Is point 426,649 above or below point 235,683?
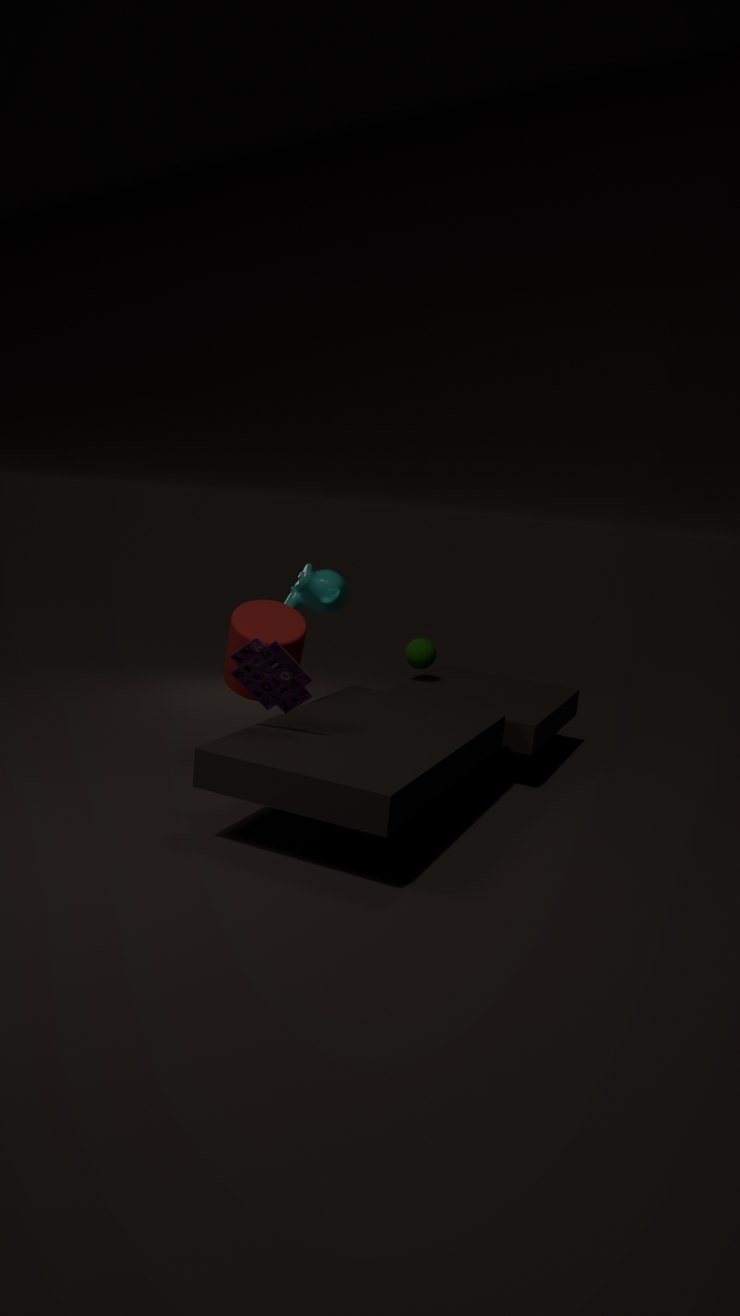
below
